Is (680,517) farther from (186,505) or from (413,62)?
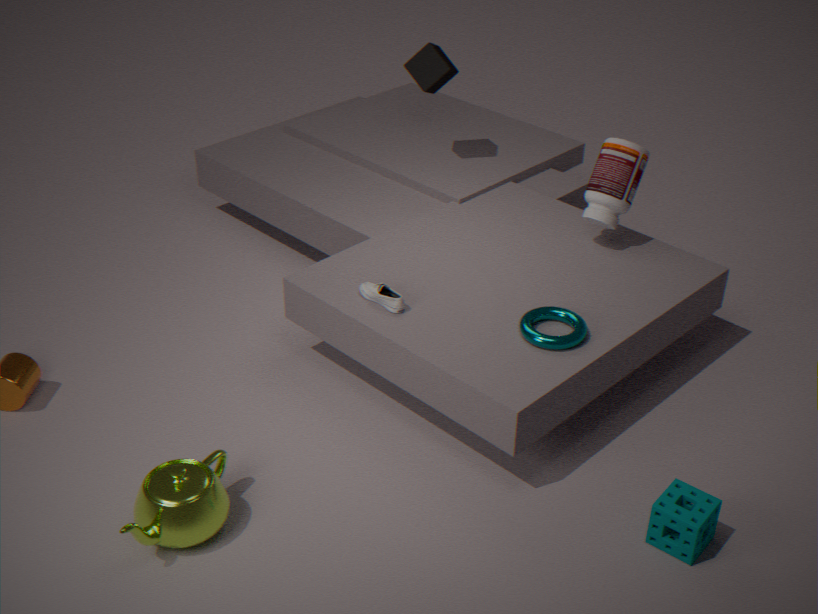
(413,62)
